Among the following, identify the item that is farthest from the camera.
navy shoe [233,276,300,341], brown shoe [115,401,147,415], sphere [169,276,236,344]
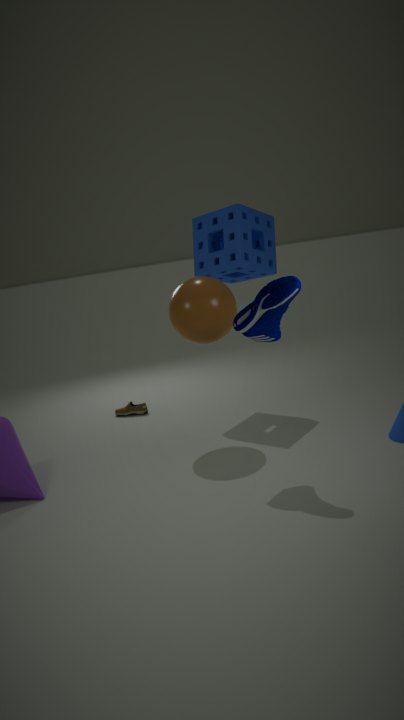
brown shoe [115,401,147,415]
